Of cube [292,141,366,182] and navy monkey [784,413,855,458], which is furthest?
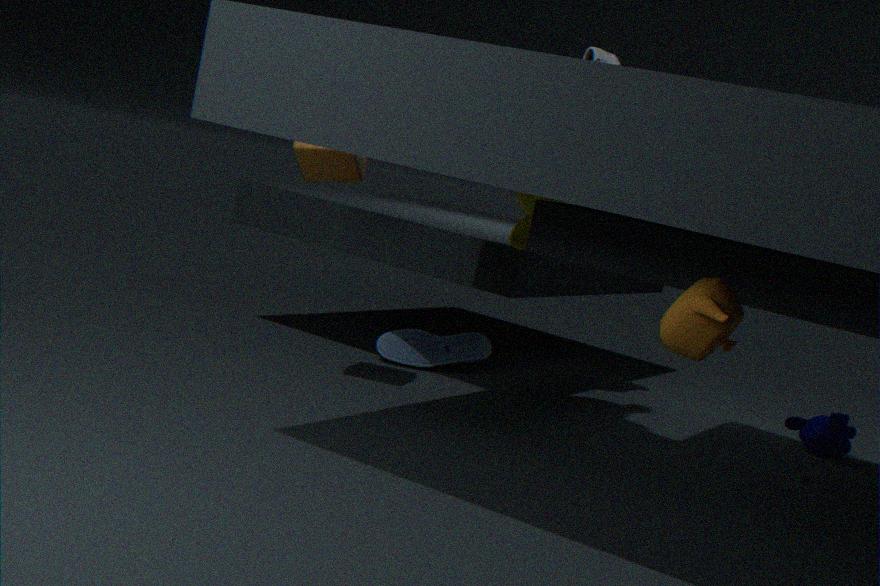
navy monkey [784,413,855,458]
